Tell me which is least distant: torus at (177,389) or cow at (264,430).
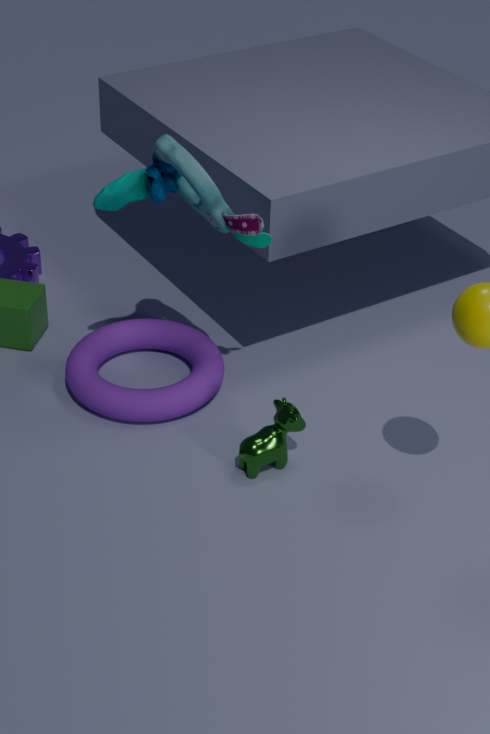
cow at (264,430)
